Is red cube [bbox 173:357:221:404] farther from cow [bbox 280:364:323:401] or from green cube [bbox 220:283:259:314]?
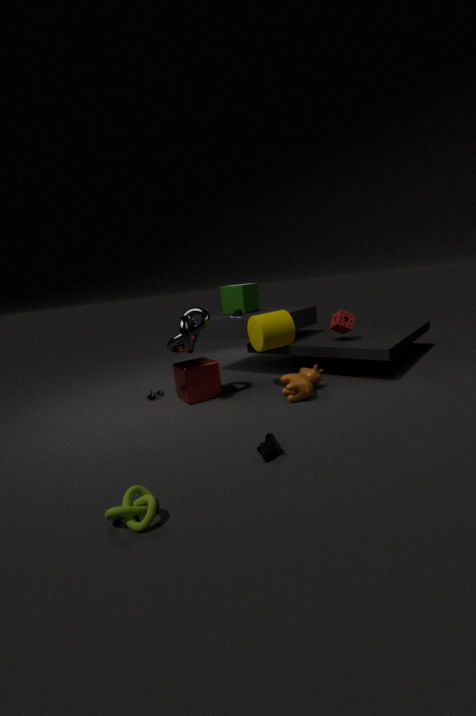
green cube [bbox 220:283:259:314]
